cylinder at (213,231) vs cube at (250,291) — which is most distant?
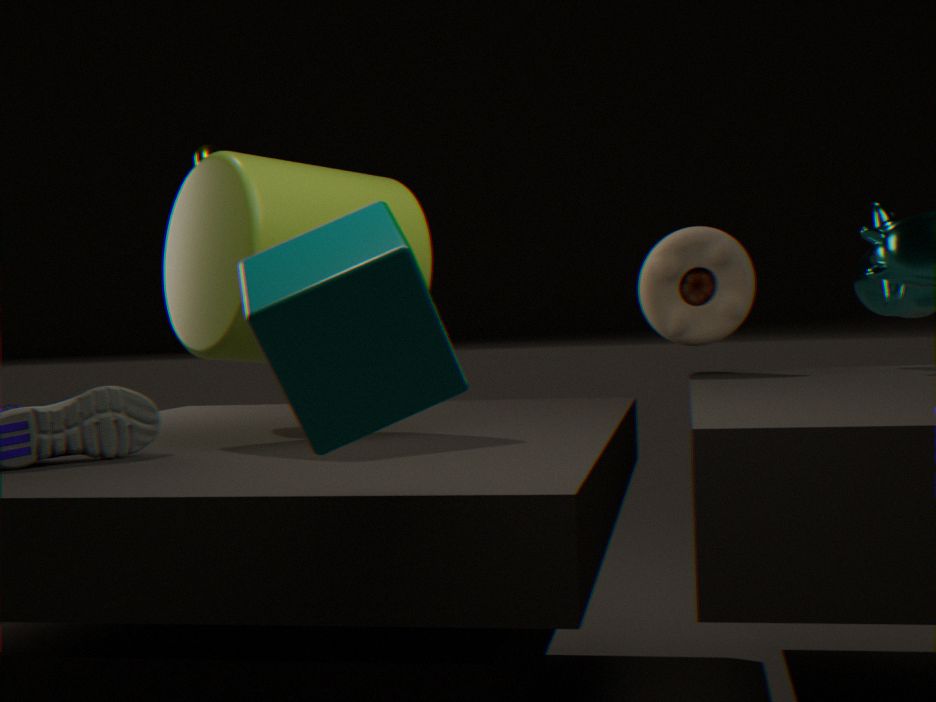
cylinder at (213,231)
